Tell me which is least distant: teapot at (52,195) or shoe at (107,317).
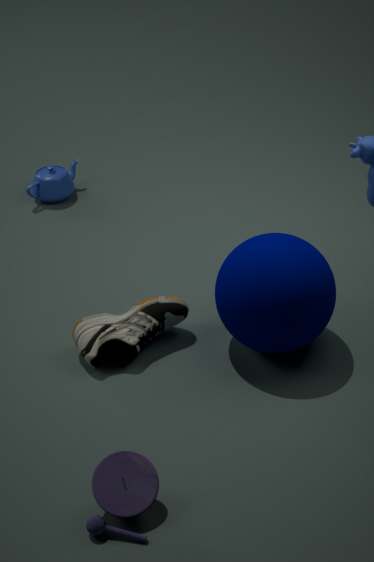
shoe at (107,317)
